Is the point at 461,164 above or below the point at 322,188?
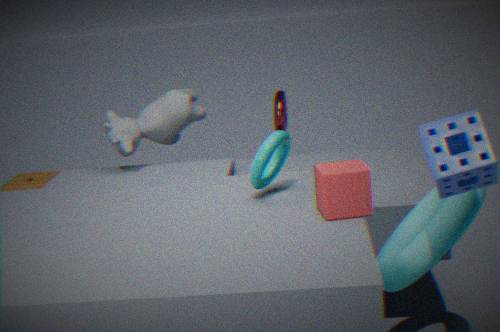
above
